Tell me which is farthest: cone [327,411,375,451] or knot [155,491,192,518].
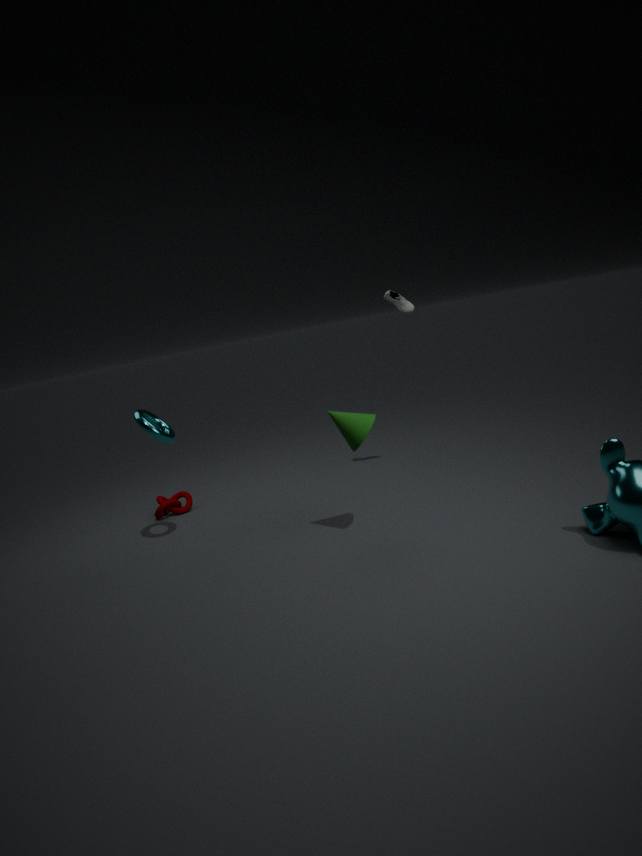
knot [155,491,192,518]
